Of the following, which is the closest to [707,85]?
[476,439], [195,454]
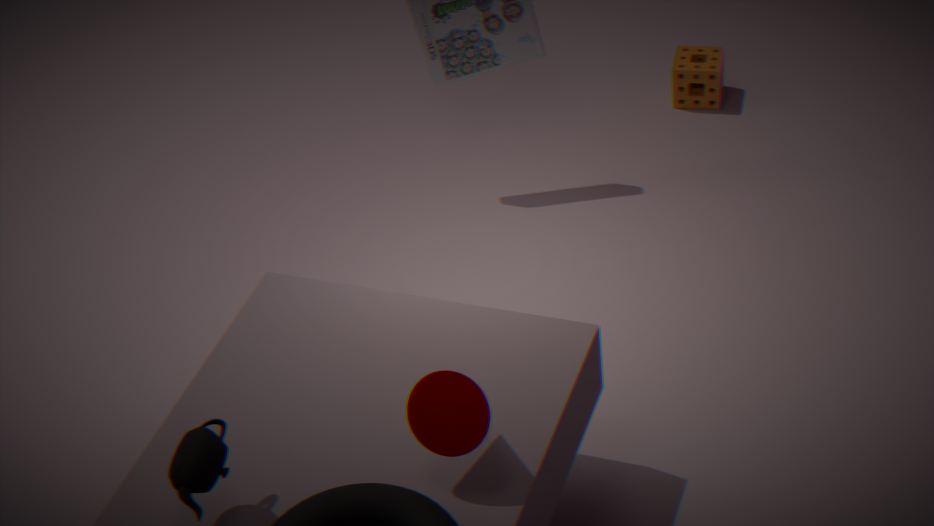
[476,439]
